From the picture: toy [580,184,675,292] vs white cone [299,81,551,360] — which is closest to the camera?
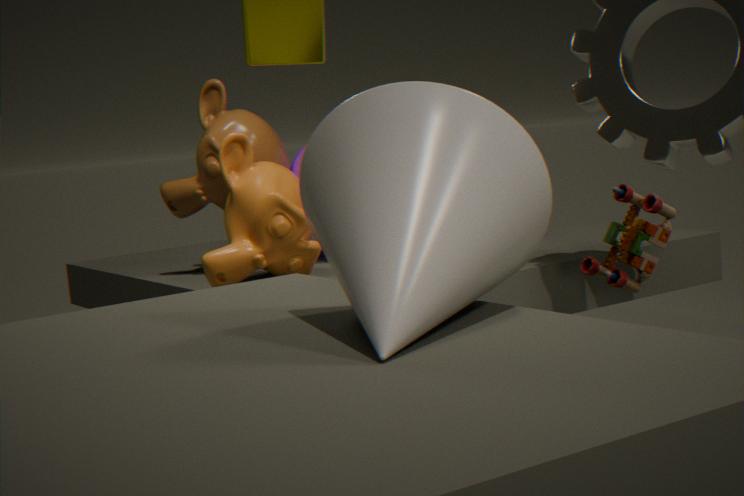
white cone [299,81,551,360]
